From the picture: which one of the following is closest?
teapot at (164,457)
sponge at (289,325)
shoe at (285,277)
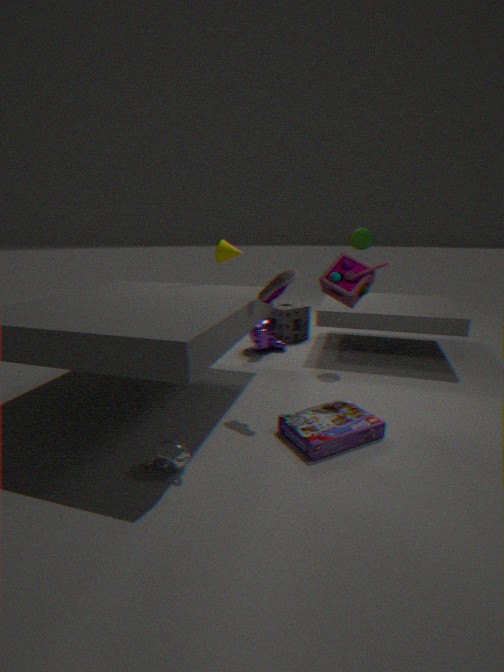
teapot at (164,457)
